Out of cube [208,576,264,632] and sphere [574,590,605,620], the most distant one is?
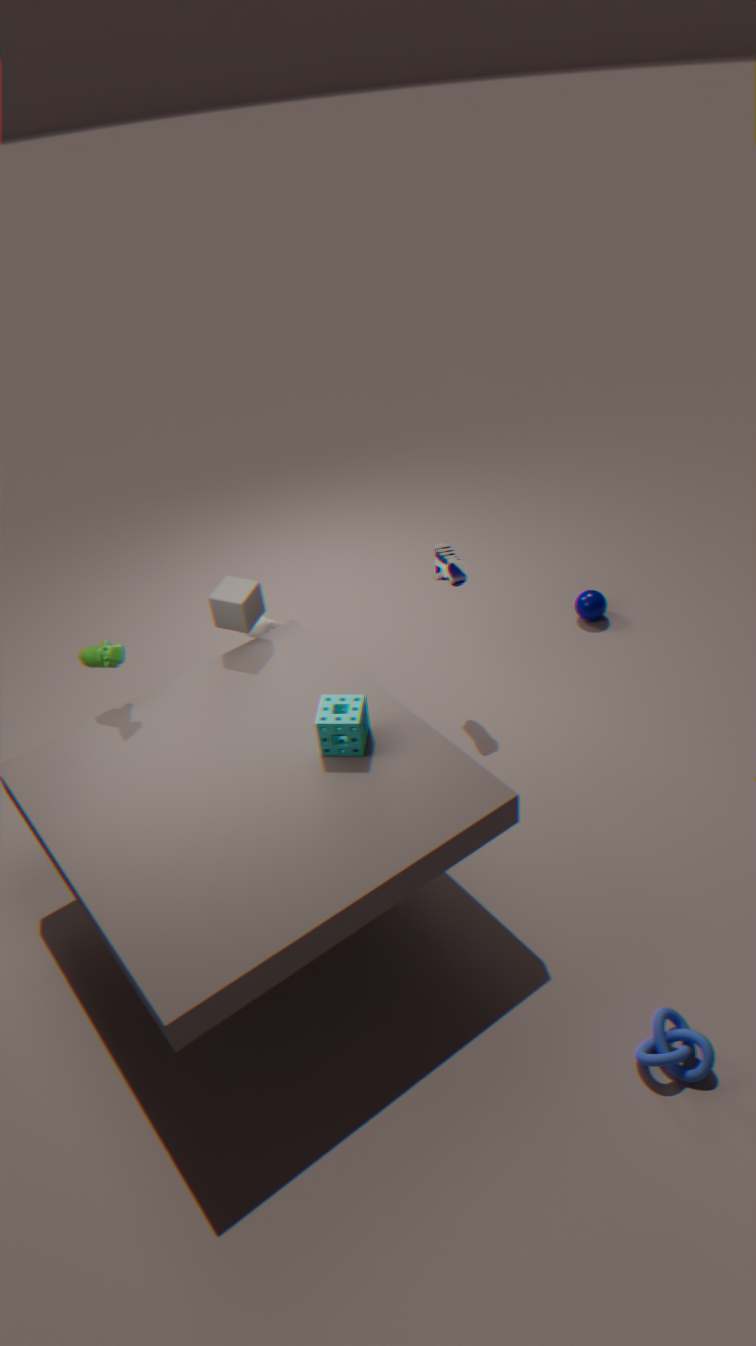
sphere [574,590,605,620]
